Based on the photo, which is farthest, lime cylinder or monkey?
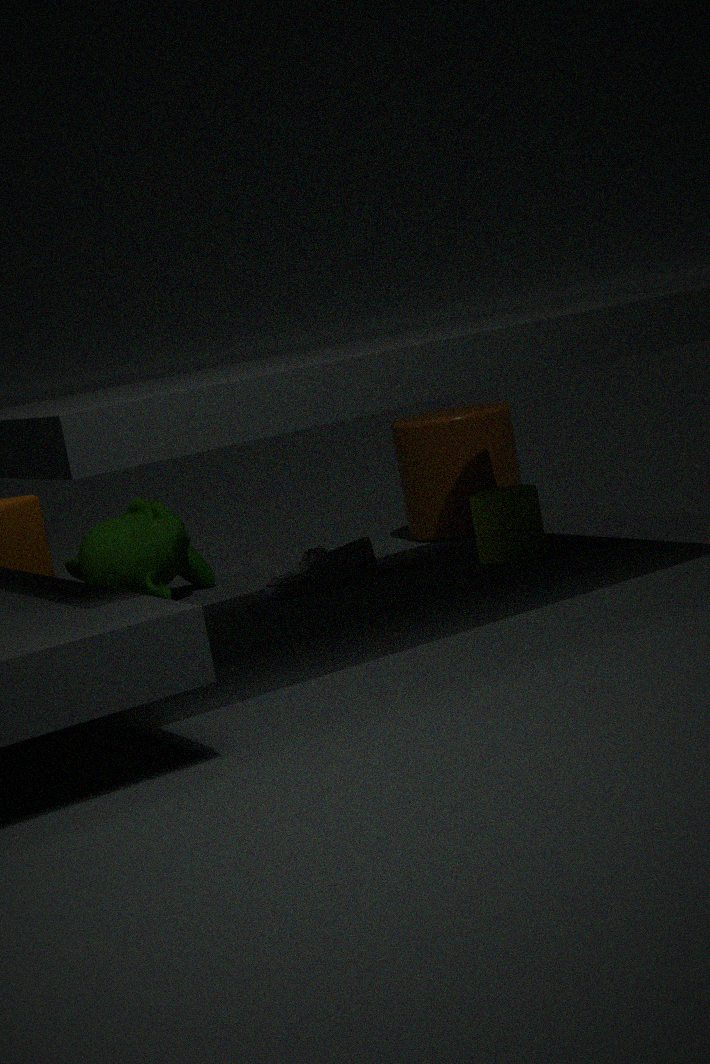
monkey
